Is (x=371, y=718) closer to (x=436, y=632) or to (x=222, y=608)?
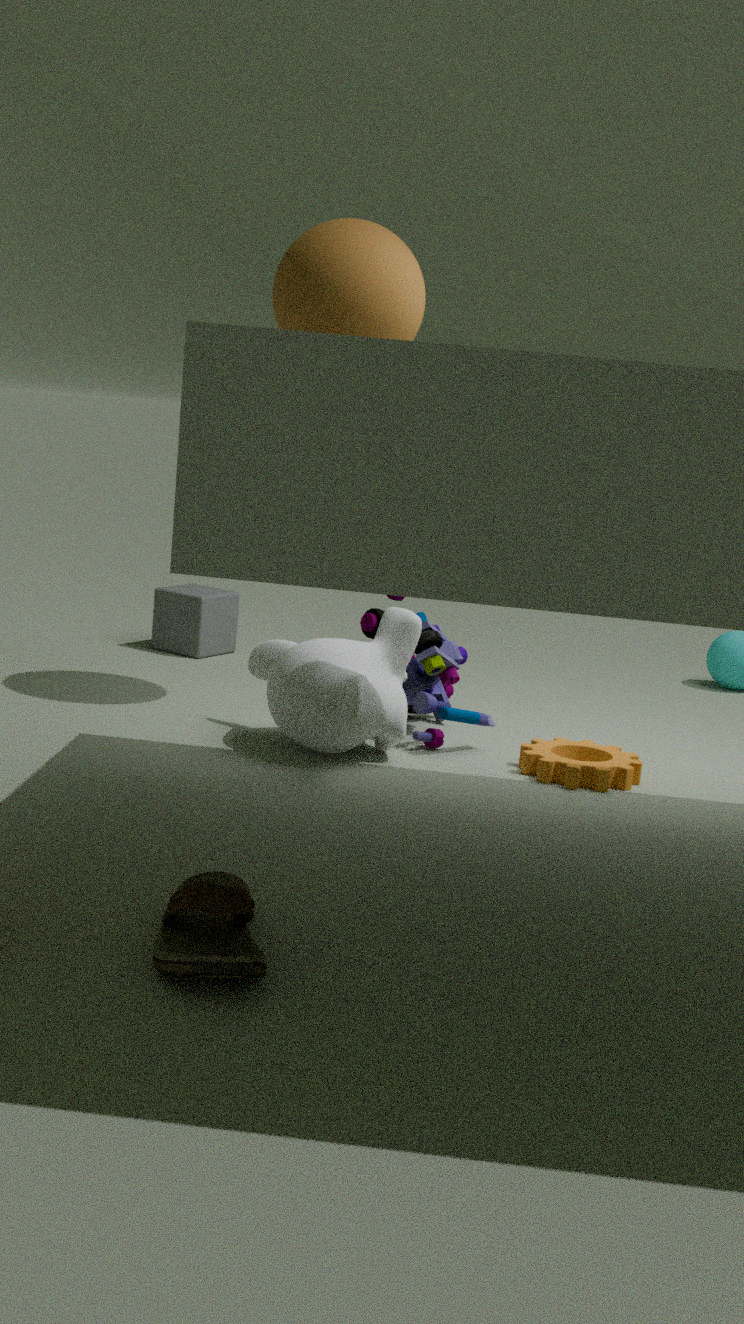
(x=436, y=632)
